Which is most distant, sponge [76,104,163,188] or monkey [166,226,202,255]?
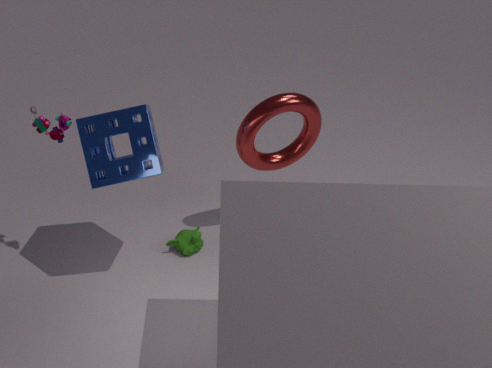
monkey [166,226,202,255]
